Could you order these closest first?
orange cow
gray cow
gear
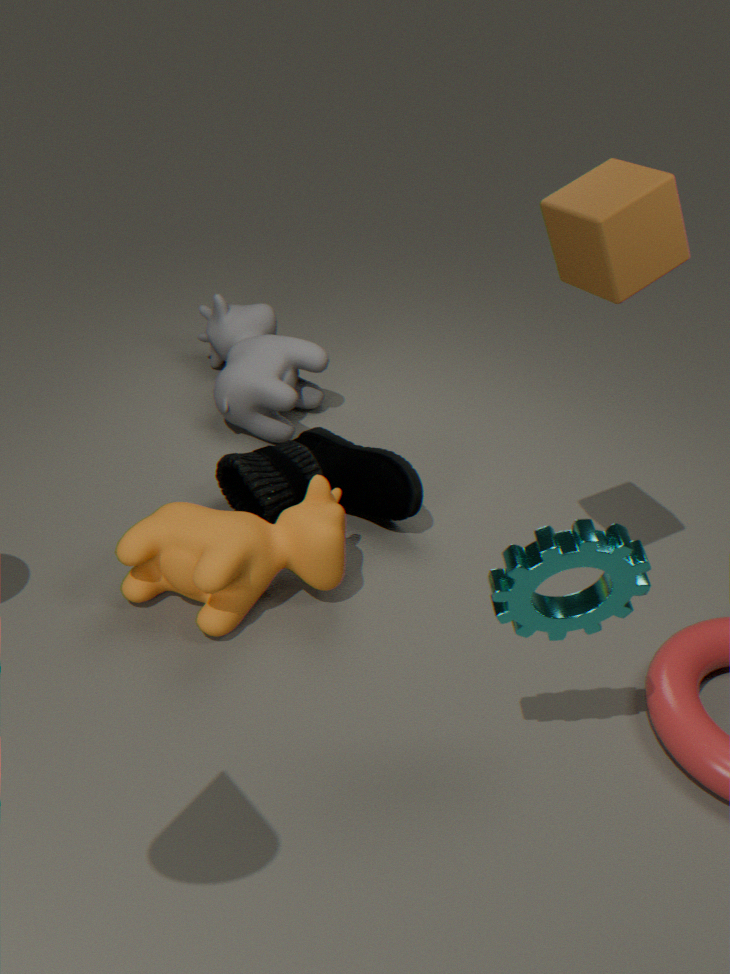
1. gear
2. orange cow
3. gray cow
